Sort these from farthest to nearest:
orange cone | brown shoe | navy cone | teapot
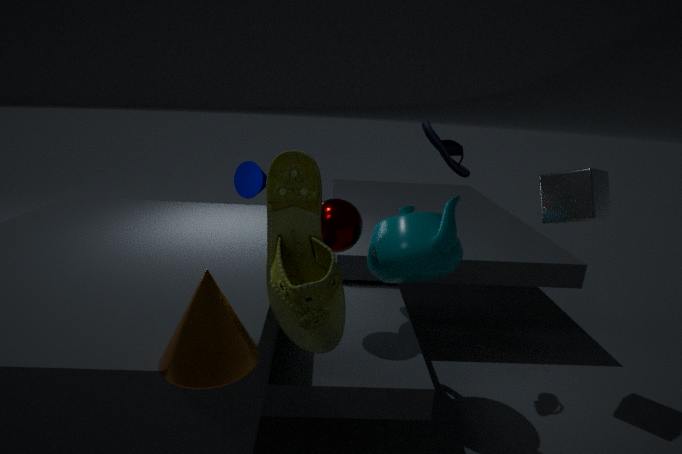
navy cone, teapot, brown shoe, orange cone
